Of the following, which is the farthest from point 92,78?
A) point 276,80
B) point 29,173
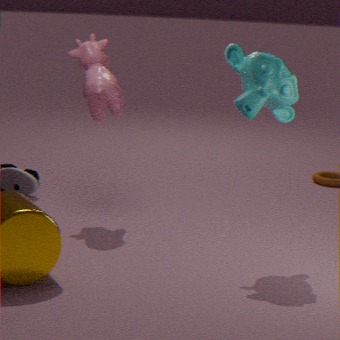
point 29,173
